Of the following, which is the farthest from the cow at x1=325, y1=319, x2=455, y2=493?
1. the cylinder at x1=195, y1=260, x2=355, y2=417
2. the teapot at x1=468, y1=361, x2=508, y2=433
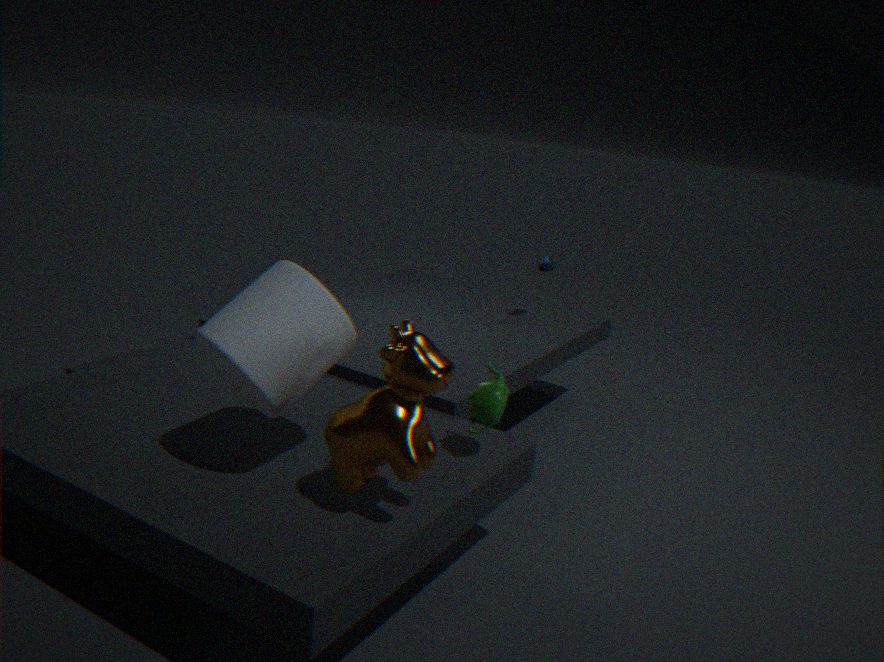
the teapot at x1=468, y1=361, x2=508, y2=433
